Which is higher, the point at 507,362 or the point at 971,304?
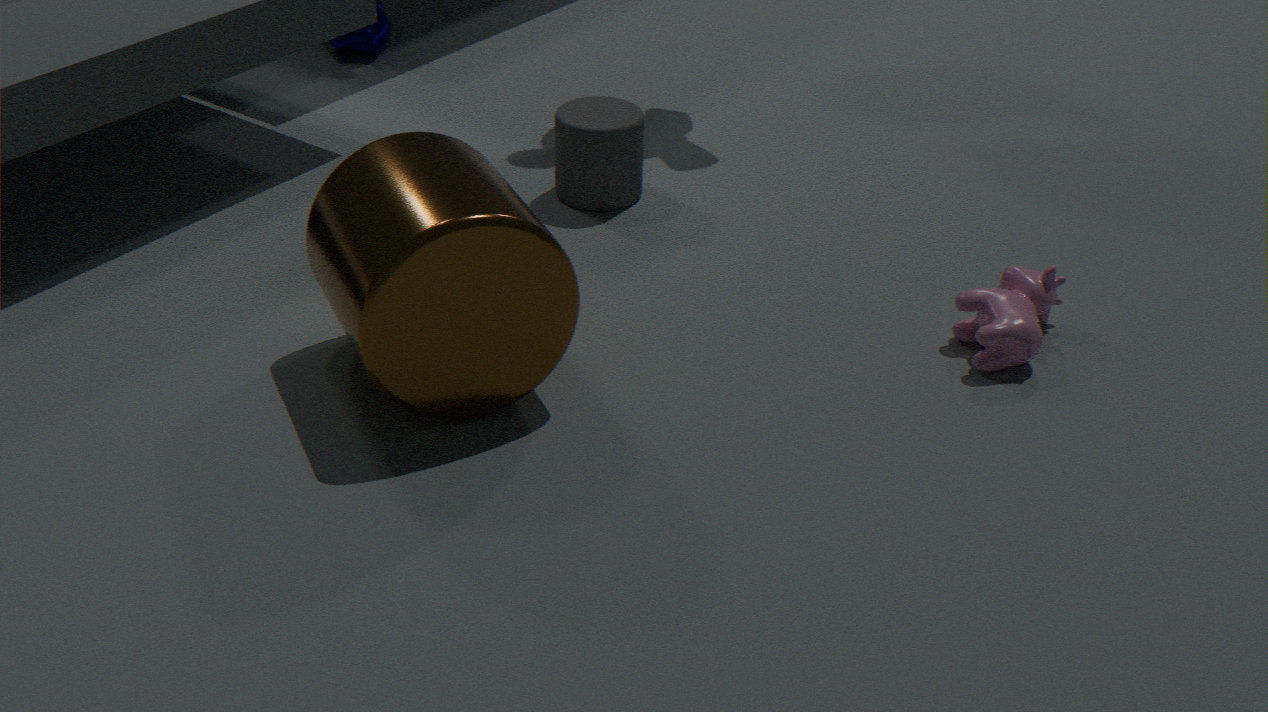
the point at 507,362
